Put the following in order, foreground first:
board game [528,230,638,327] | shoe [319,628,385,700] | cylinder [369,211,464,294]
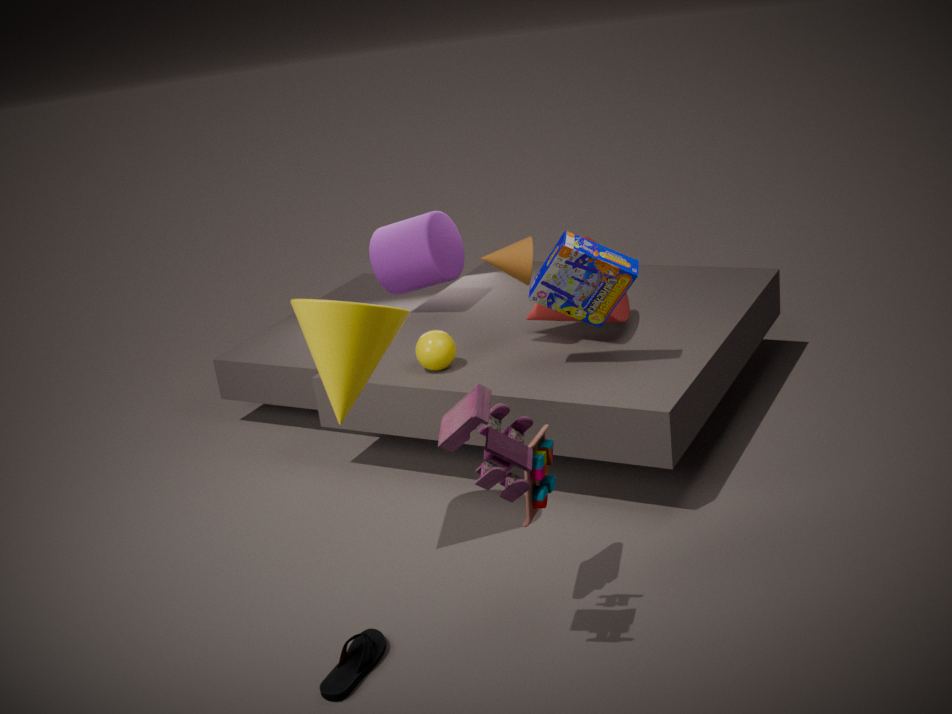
shoe [319,628,385,700] < board game [528,230,638,327] < cylinder [369,211,464,294]
